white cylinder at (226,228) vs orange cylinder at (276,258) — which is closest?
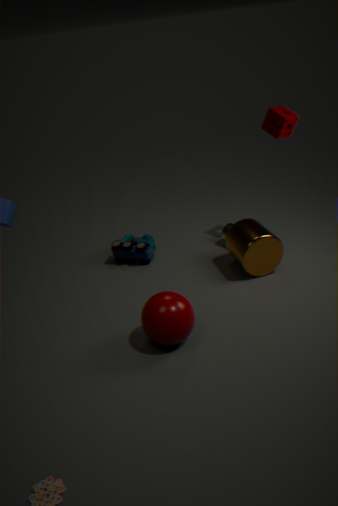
orange cylinder at (276,258)
